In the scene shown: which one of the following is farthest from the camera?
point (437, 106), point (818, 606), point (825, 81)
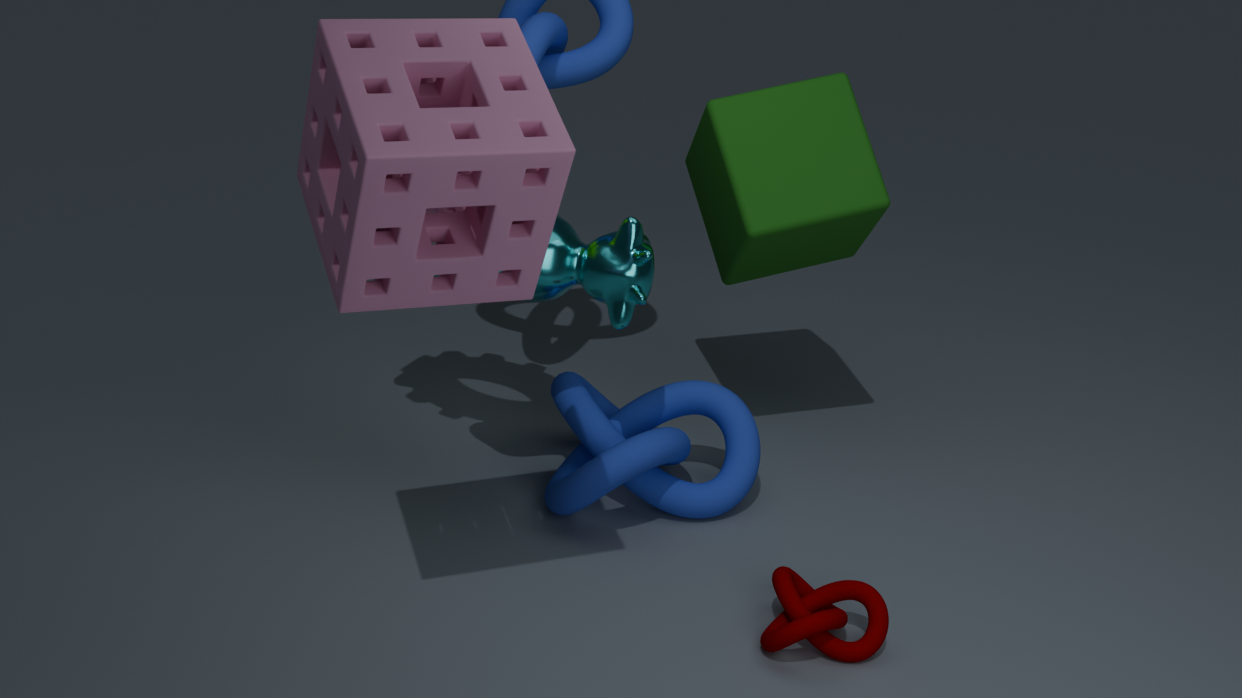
point (825, 81)
